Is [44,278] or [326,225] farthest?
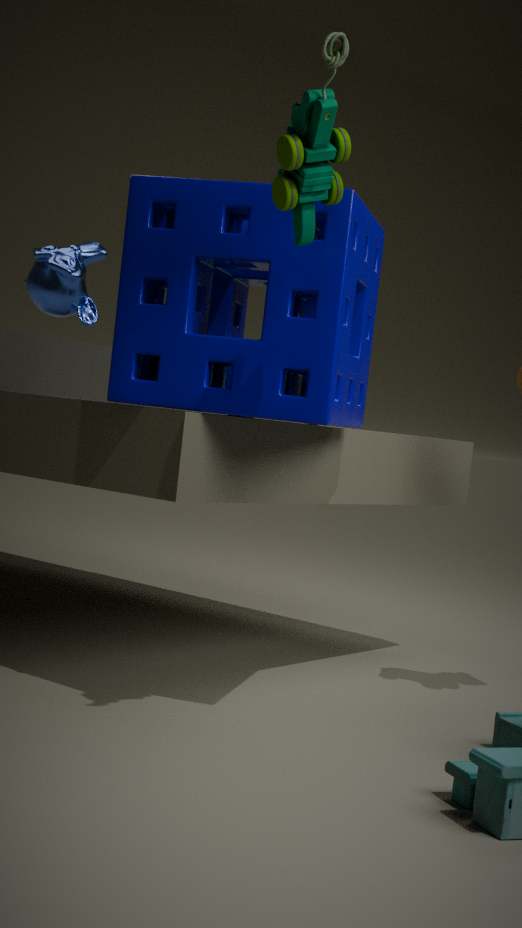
[44,278]
